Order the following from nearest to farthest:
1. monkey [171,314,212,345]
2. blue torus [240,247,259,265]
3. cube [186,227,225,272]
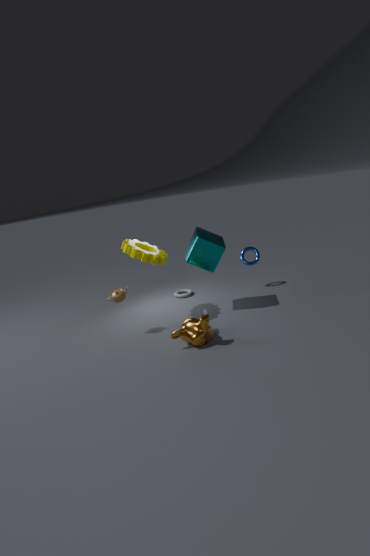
monkey [171,314,212,345] < cube [186,227,225,272] < blue torus [240,247,259,265]
